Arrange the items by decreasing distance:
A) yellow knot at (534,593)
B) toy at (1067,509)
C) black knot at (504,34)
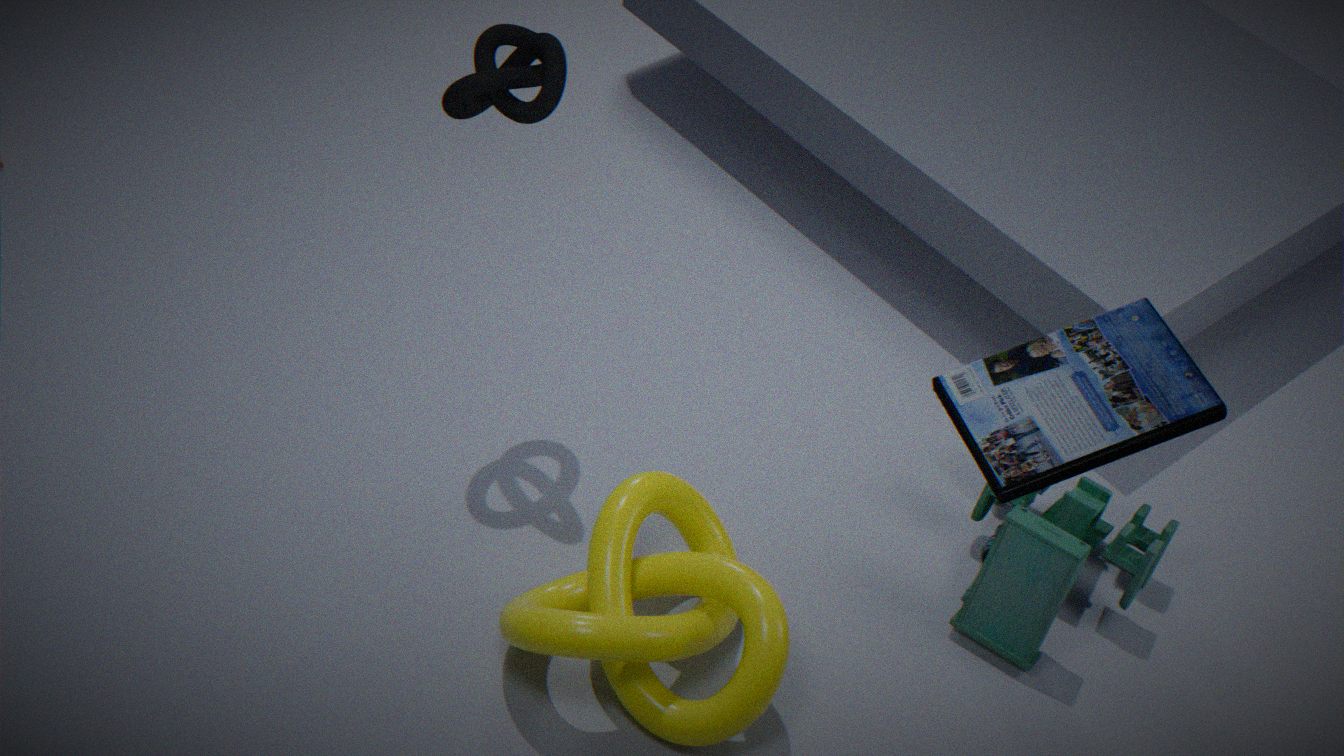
1. toy at (1067,509)
2. black knot at (504,34)
3. yellow knot at (534,593)
